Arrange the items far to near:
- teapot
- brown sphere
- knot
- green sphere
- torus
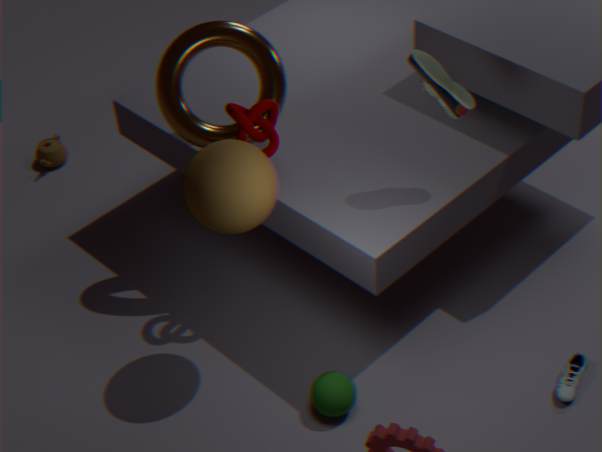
teapot < torus < knot < green sphere < brown sphere
